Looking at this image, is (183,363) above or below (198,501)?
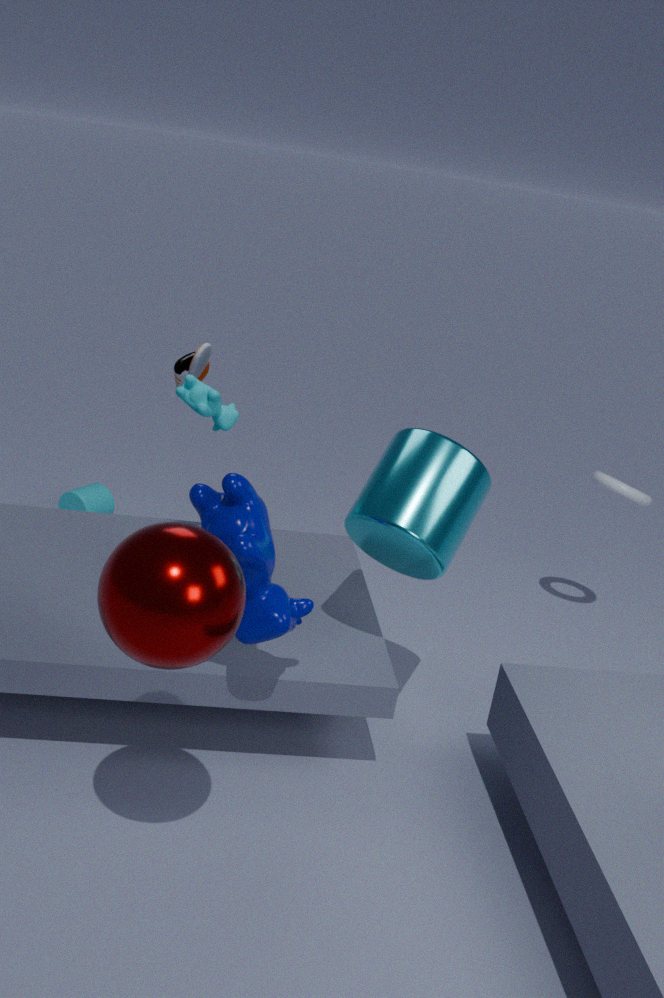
above
